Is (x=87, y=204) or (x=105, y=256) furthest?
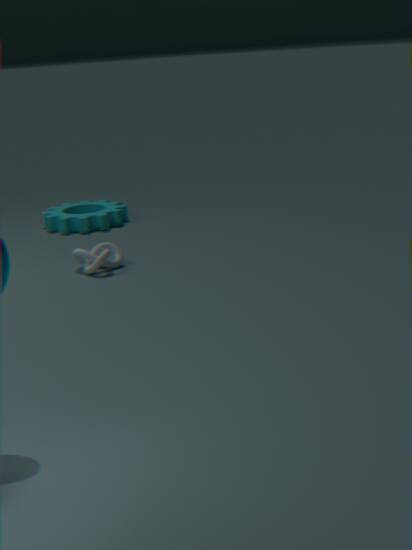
(x=87, y=204)
